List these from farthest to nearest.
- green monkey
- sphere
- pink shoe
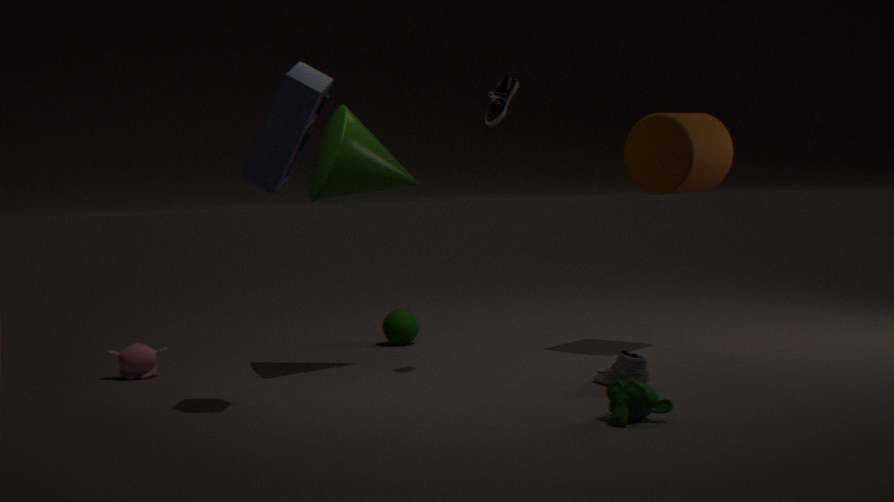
1. sphere
2. pink shoe
3. green monkey
